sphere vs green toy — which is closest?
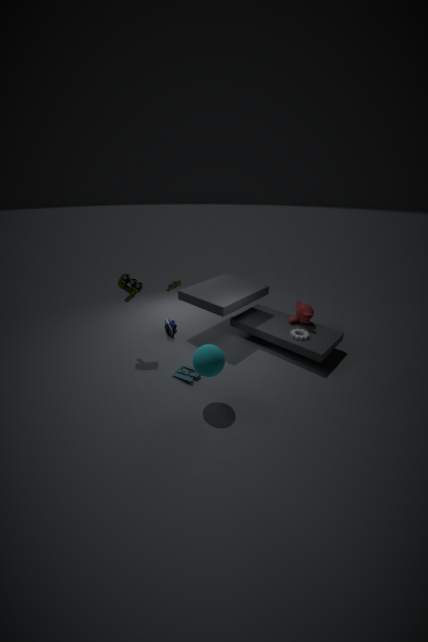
sphere
